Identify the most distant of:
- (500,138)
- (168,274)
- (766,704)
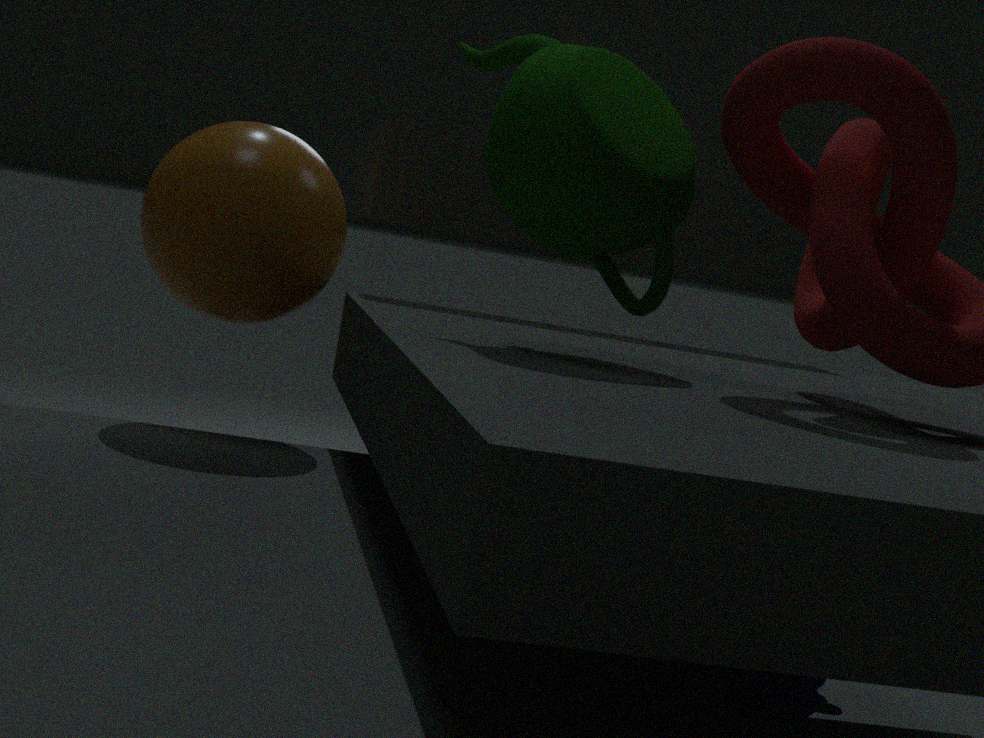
(766,704)
